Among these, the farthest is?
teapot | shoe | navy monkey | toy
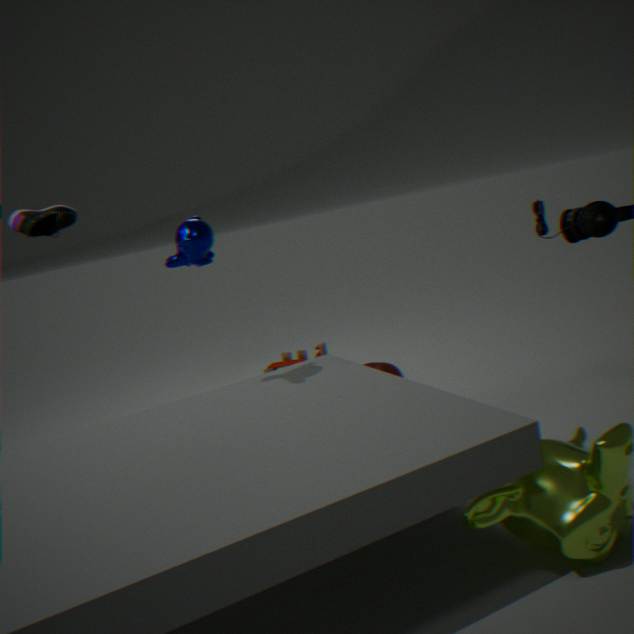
toy
